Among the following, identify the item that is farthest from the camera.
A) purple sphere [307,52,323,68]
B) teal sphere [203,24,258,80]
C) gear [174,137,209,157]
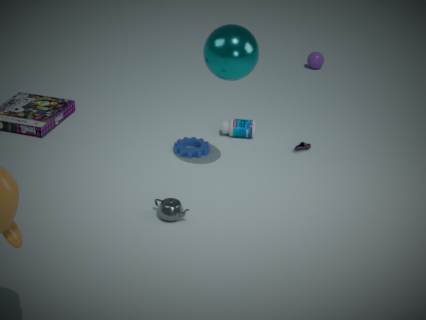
purple sphere [307,52,323,68]
